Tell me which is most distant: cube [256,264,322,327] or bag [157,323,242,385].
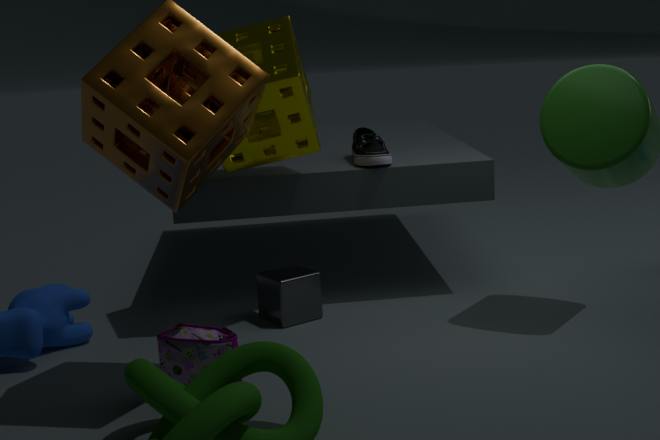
cube [256,264,322,327]
